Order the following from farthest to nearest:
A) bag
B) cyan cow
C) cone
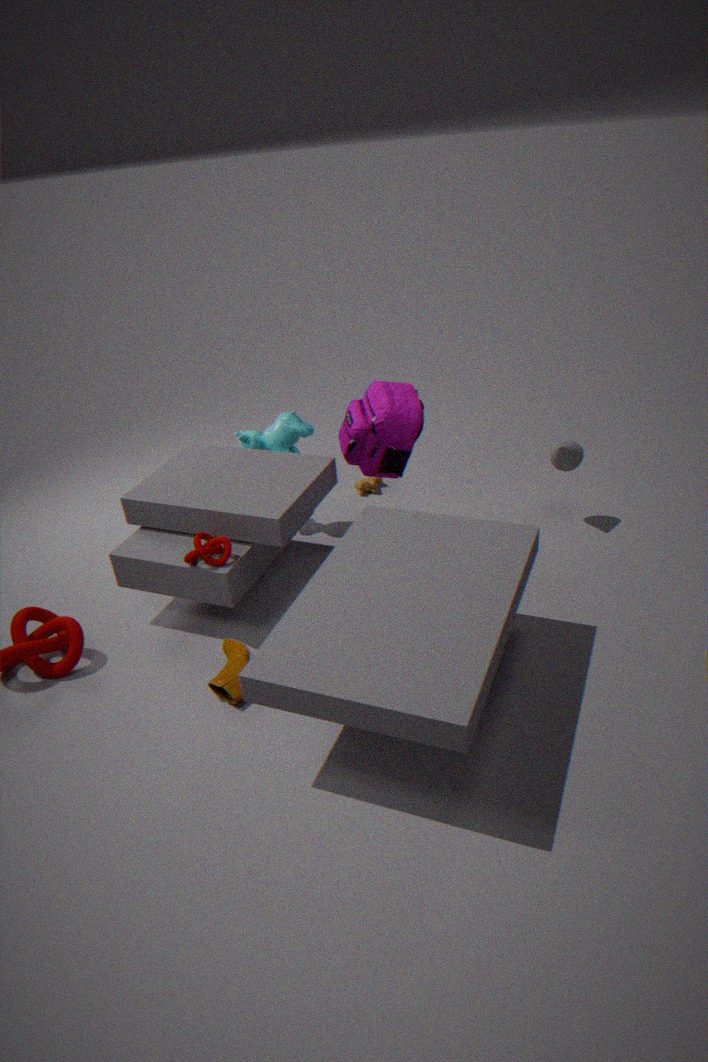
cyan cow < cone < bag
